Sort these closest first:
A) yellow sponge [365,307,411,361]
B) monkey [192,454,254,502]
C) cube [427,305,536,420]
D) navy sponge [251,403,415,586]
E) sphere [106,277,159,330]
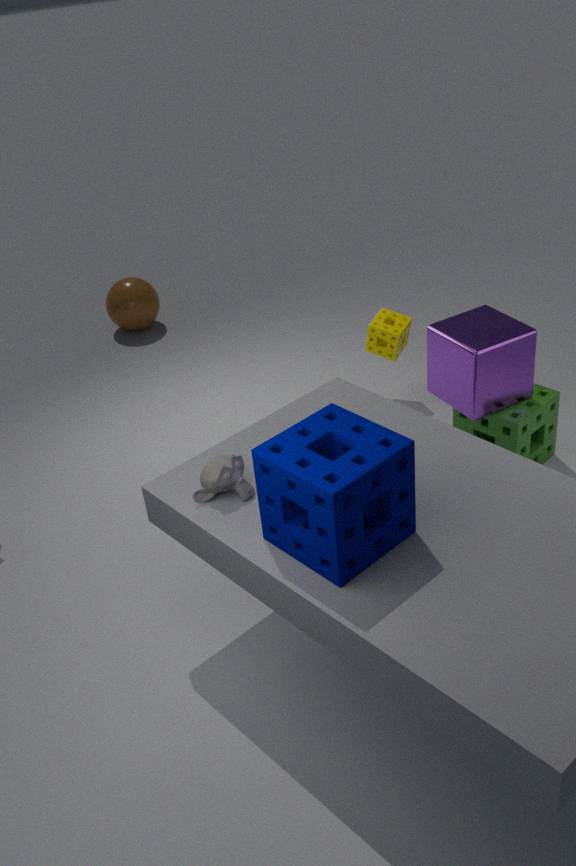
navy sponge [251,403,415,586] < monkey [192,454,254,502] < cube [427,305,536,420] < yellow sponge [365,307,411,361] < sphere [106,277,159,330]
